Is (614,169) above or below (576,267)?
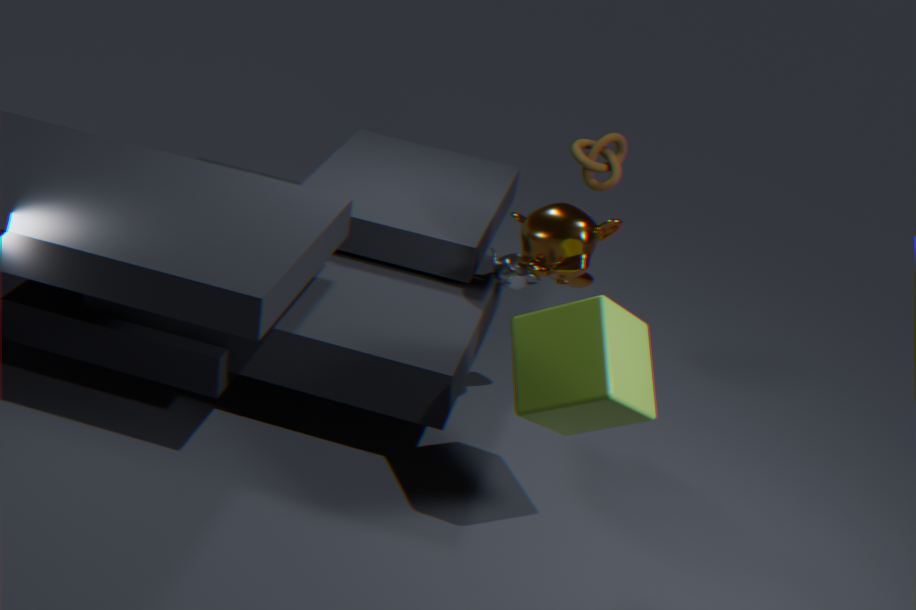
above
